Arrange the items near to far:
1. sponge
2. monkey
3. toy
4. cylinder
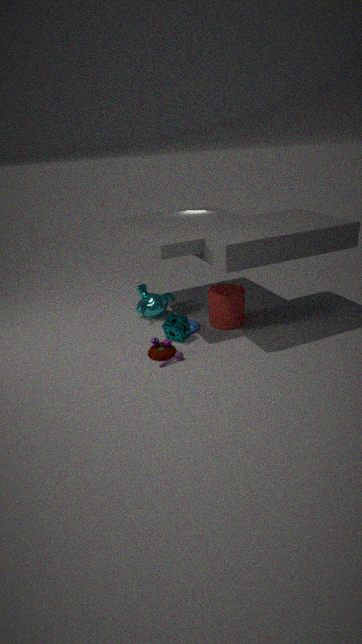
toy
sponge
cylinder
monkey
